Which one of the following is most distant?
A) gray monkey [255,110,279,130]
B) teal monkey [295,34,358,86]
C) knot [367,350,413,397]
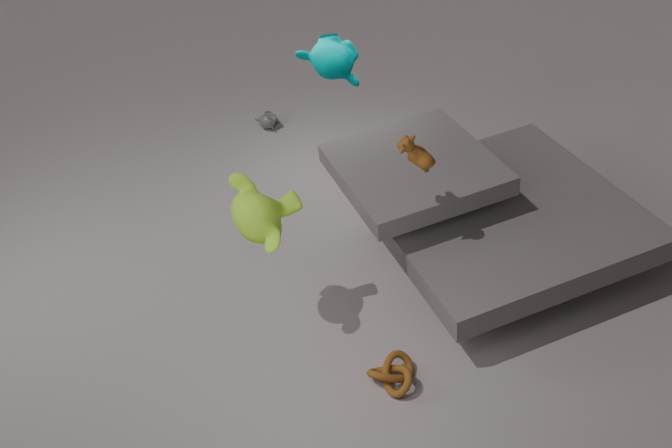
gray monkey [255,110,279,130]
